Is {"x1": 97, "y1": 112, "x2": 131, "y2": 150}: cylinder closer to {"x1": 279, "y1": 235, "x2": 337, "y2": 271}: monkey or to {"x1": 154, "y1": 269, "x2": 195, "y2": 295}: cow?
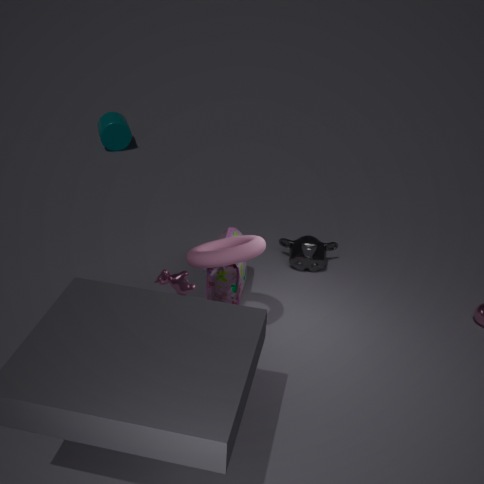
{"x1": 279, "y1": 235, "x2": 337, "y2": 271}: monkey
